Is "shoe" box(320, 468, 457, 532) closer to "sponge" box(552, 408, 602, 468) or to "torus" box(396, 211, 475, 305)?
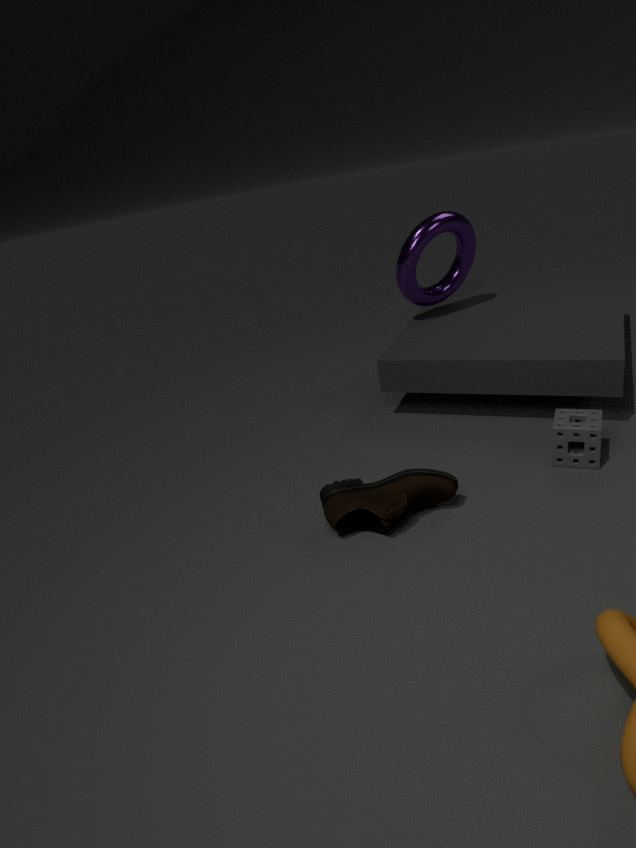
"sponge" box(552, 408, 602, 468)
